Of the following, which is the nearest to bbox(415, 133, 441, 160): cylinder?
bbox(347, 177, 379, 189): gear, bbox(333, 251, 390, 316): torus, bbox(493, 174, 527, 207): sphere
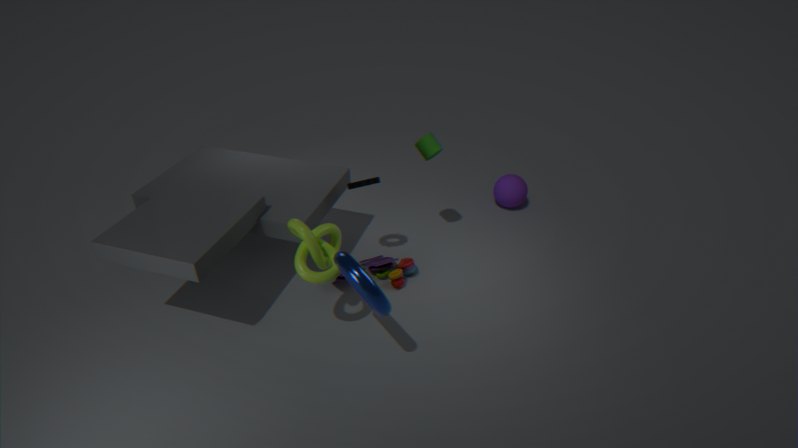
bbox(347, 177, 379, 189): gear
